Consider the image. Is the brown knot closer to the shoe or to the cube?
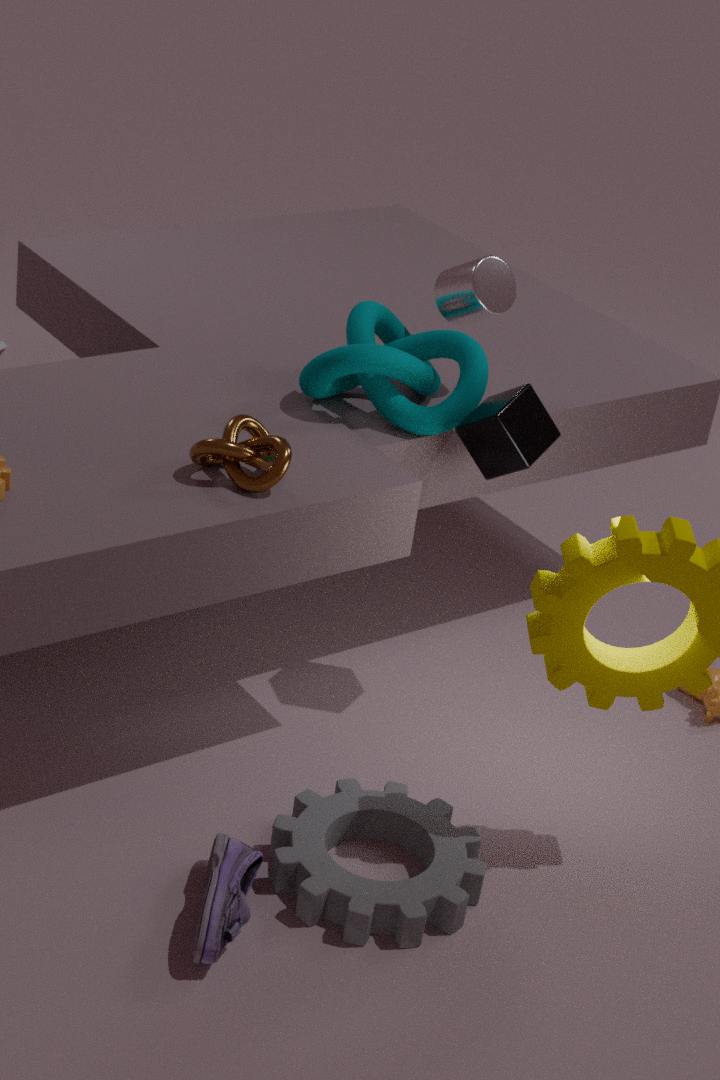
the cube
